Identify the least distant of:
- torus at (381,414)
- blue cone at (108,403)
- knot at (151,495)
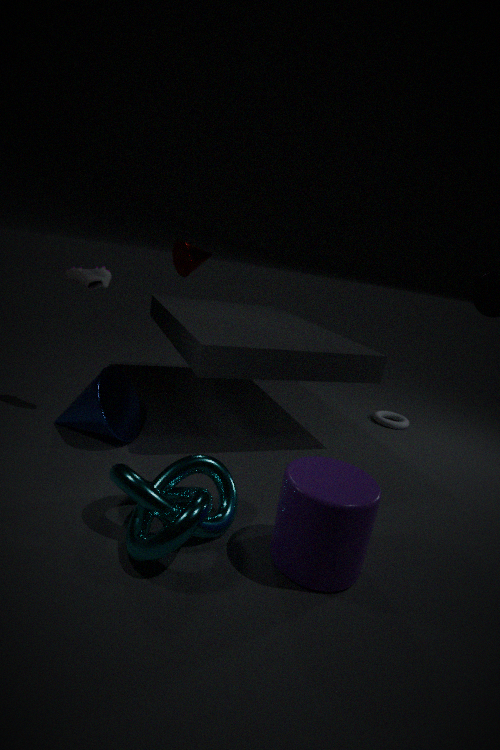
knot at (151,495)
